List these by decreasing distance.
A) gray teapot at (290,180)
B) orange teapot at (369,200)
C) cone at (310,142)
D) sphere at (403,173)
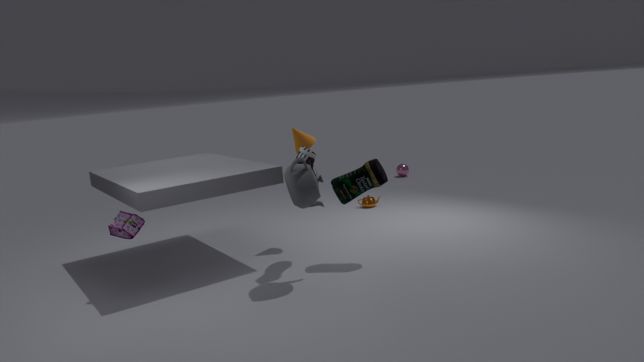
sphere at (403,173)
orange teapot at (369,200)
cone at (310,142)
gray teapot at (290,180)
